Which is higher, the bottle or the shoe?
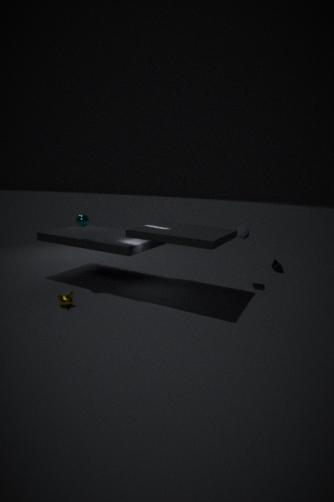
the bottle
